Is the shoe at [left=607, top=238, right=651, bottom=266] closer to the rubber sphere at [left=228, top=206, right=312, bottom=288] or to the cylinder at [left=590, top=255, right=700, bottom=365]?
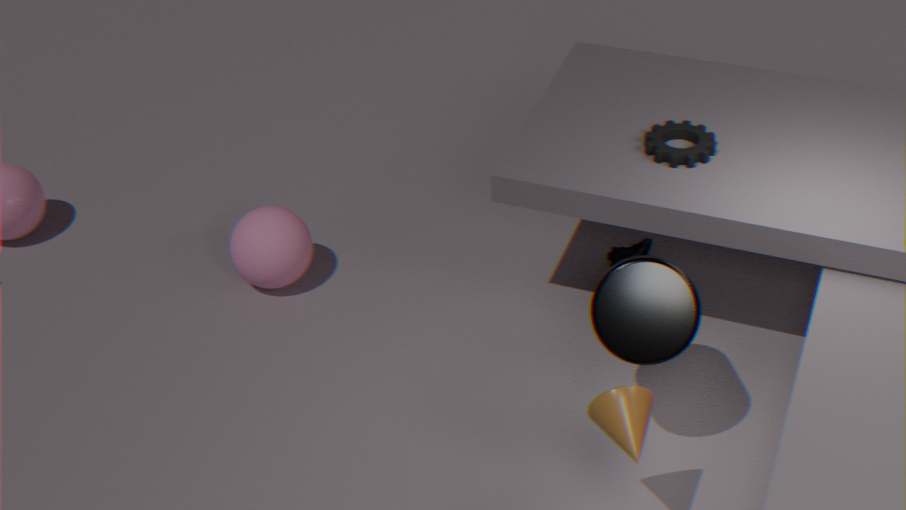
the cylinder at [left=590, top=255, right=700, bottom=365]
